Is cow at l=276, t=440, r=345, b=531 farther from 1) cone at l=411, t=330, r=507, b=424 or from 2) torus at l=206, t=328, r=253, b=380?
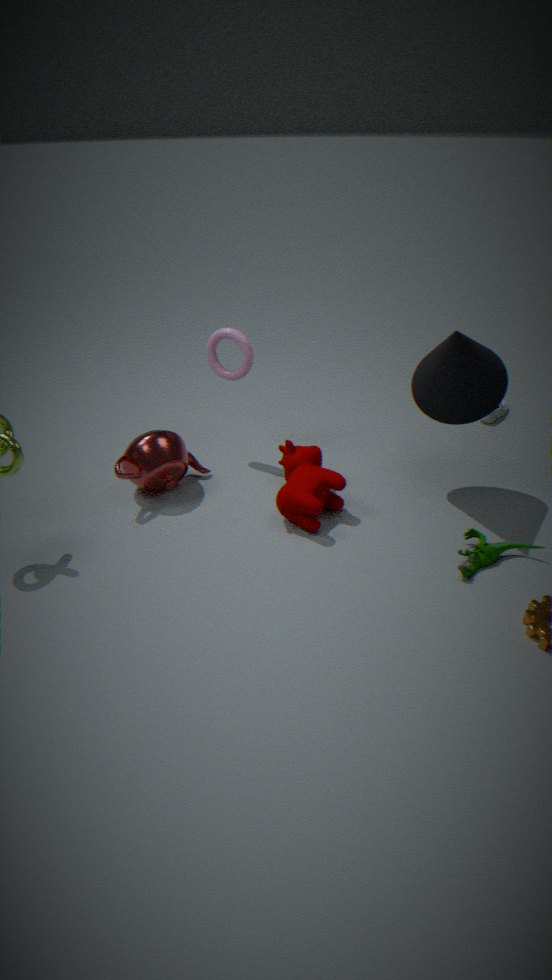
1) cone at l=411, t=330, r=507, b=424
